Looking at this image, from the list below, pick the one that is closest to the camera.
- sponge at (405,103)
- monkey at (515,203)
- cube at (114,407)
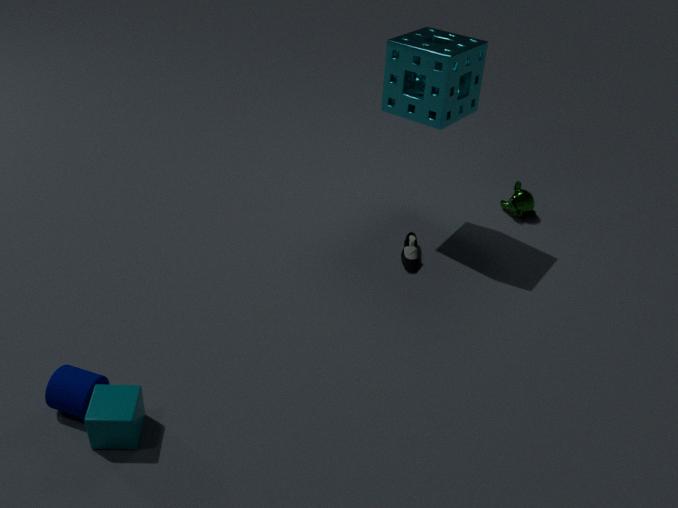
cube at (114,407)
